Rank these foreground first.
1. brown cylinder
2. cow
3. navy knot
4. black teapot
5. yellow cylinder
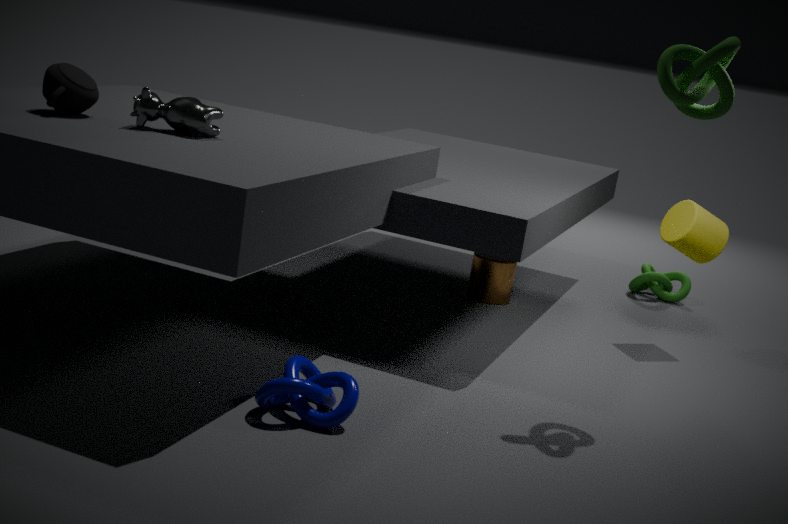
navy knot → cow → black teapot → yellow cylinder → brown cylinder
